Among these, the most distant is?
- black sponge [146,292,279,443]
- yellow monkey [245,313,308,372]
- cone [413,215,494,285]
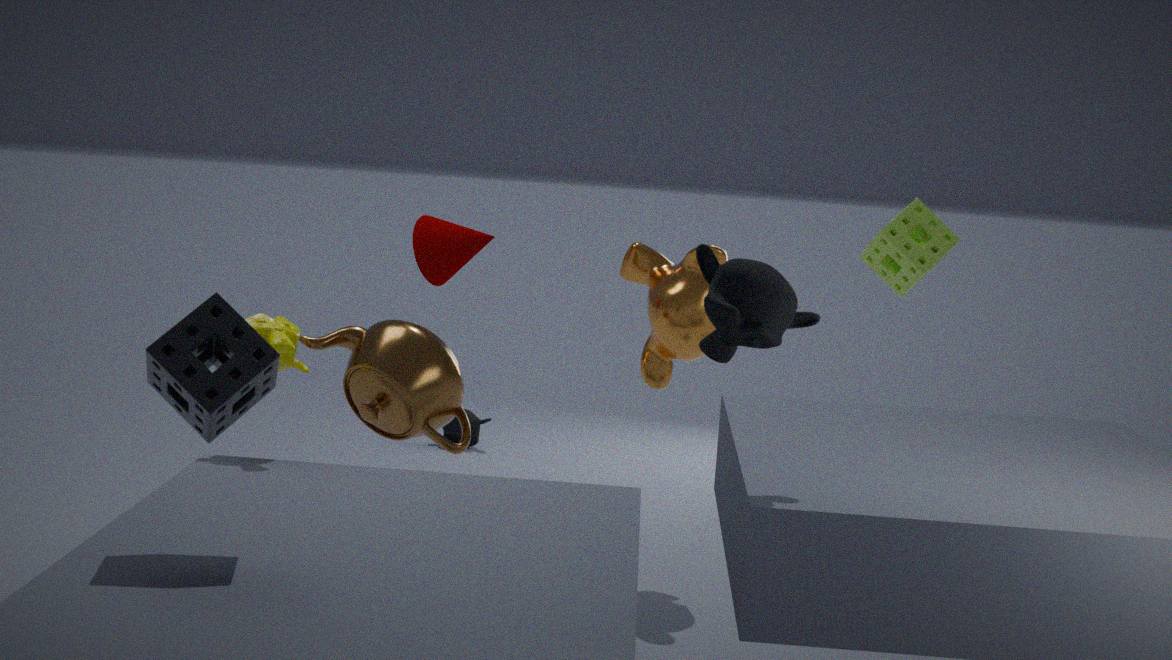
cone [413,215,494,285]
